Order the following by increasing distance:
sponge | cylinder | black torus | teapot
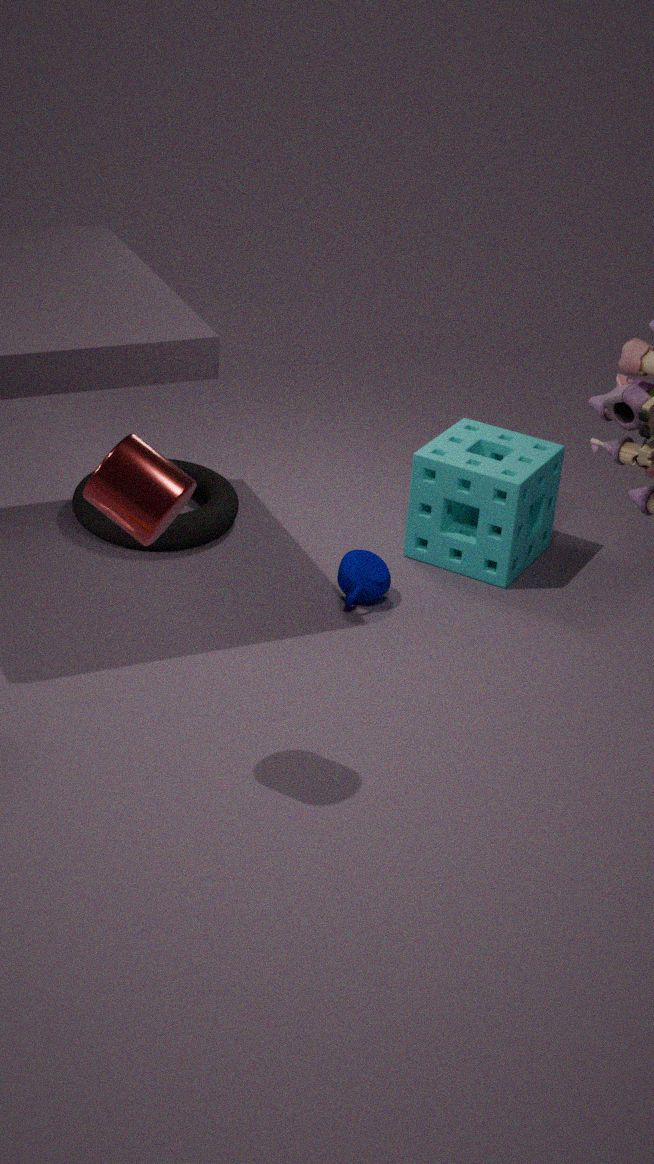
cylinder
teapot
sponge
black torus
